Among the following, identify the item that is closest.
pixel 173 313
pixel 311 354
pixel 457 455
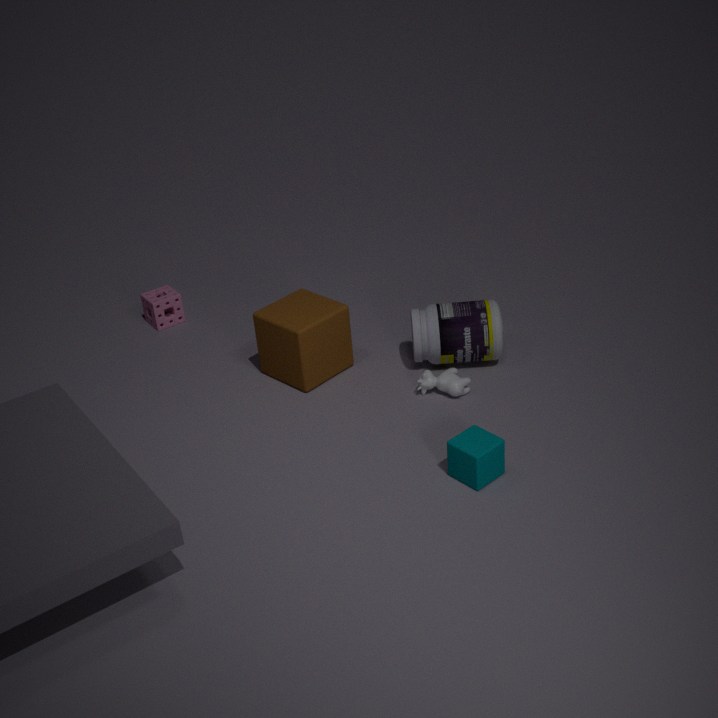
pixel 457 455
